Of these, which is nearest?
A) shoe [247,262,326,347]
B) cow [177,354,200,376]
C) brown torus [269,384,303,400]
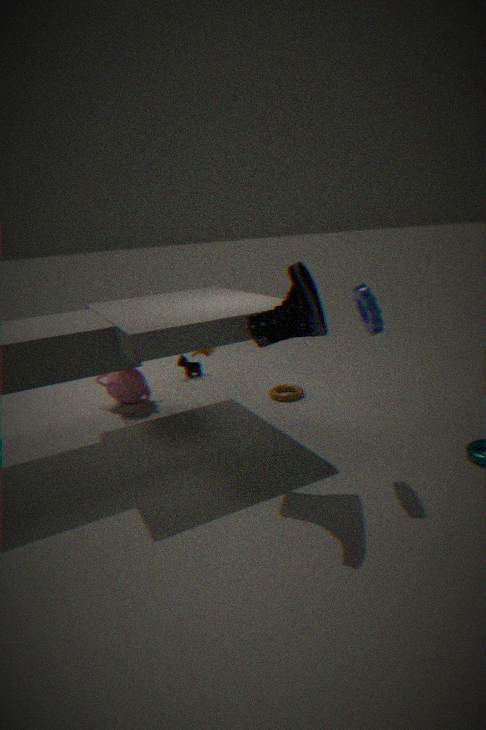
shoe [247,262,326,347]
